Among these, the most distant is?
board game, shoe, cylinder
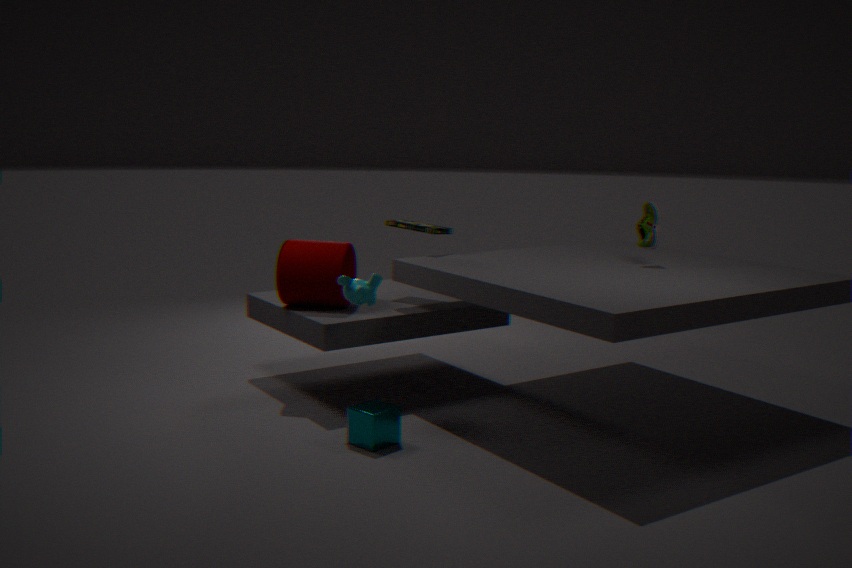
board game
